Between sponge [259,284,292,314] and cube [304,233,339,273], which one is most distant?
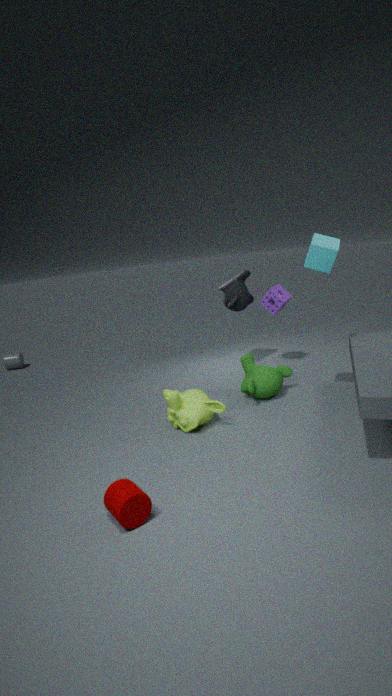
sponge [259,284,292,314]
